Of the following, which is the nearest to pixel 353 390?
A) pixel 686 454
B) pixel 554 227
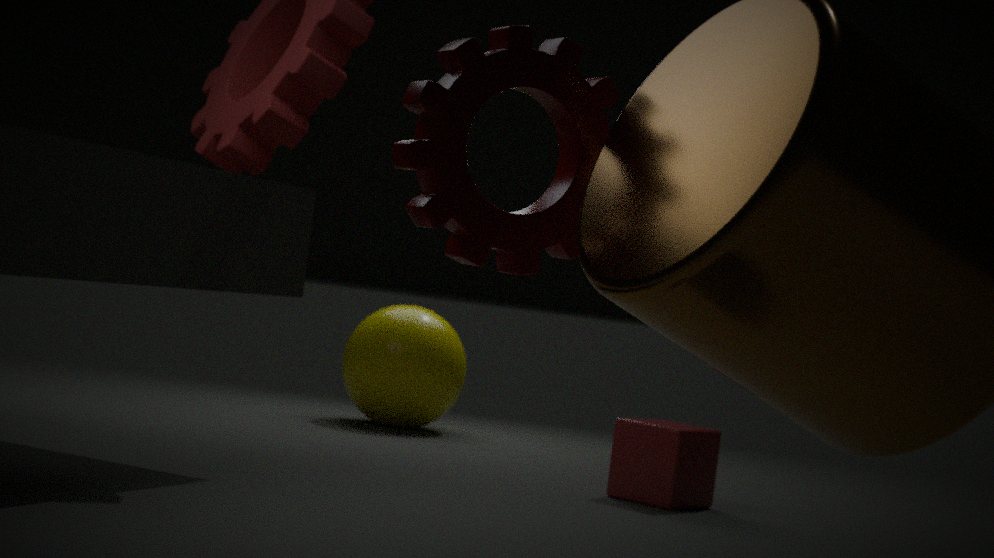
pixel 686 454
